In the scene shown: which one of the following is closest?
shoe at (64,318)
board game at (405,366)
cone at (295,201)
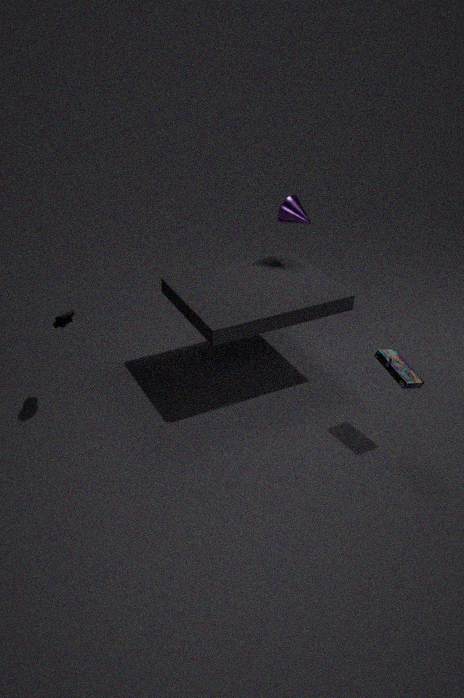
board game at (405,366)
